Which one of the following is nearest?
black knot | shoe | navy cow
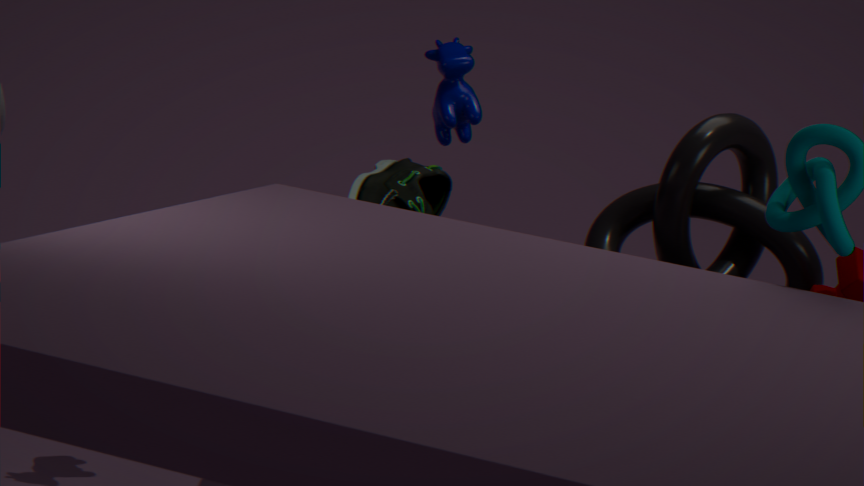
black knot
